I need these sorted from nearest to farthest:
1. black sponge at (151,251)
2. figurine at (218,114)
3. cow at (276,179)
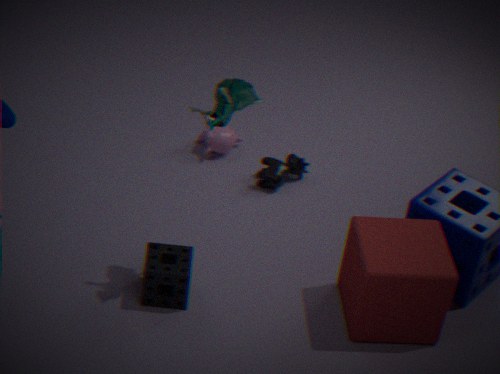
figurine at (218,114), black sponge at (151,251), cow at (276,179)
